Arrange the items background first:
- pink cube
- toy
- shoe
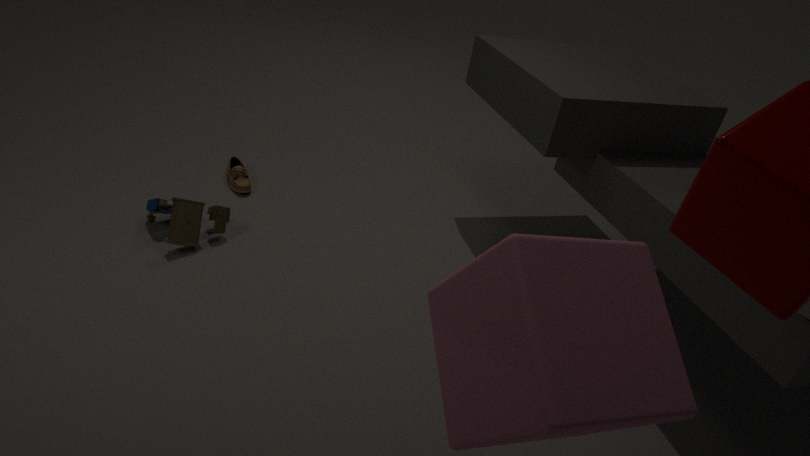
shoe → toy → pink cube
